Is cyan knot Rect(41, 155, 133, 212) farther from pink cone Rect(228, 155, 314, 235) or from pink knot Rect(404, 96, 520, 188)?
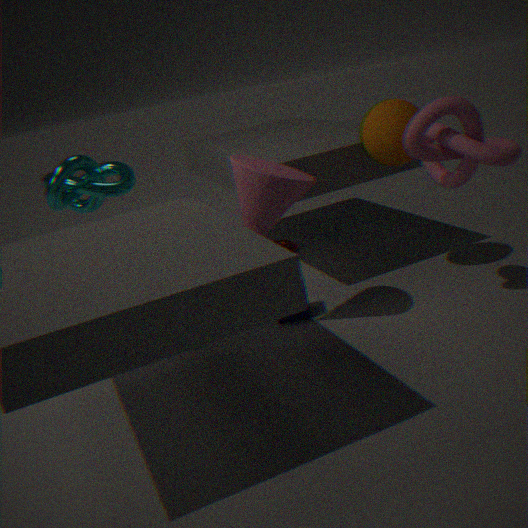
pink knot Rect(404, 96, 520, 188)
